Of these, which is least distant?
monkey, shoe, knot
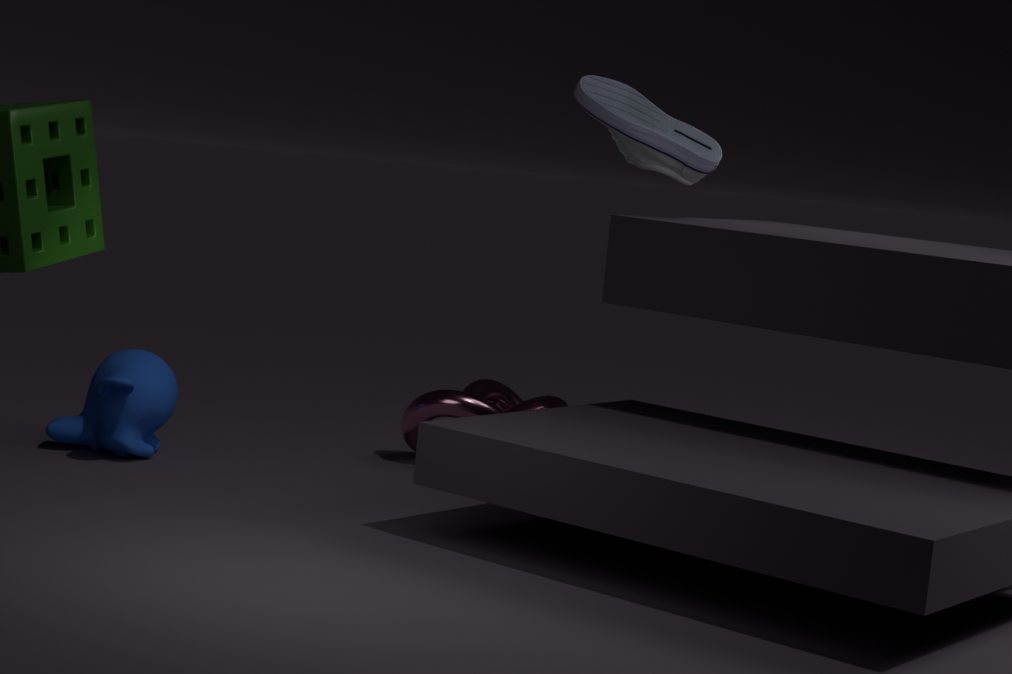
shoe
